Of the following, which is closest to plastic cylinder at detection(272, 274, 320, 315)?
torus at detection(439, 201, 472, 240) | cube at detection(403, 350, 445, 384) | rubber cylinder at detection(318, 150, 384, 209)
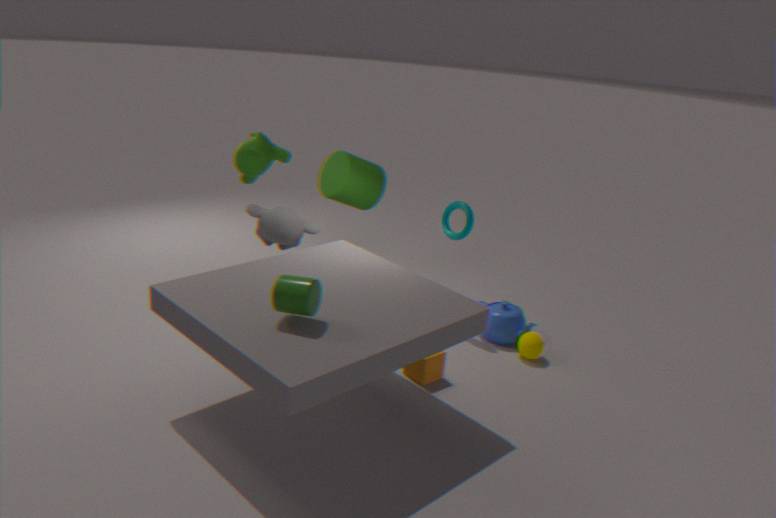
cube at detection(403, 350, 445, 384)
